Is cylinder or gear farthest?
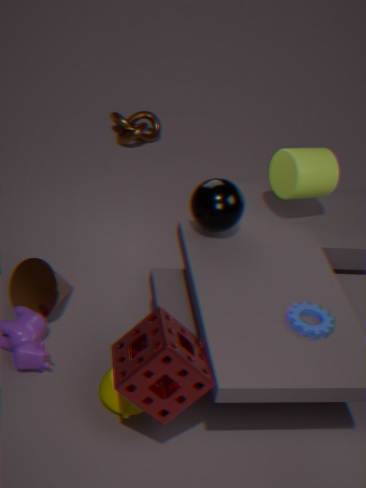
cylinder
